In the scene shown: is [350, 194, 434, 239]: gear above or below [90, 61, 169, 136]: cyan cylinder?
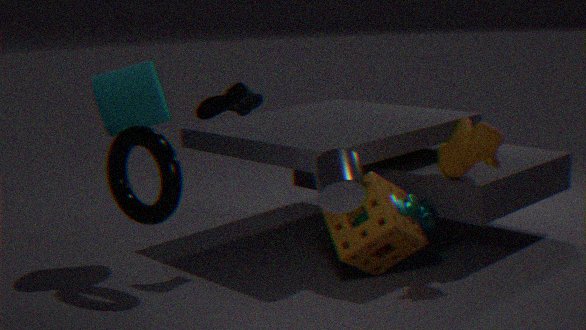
below
